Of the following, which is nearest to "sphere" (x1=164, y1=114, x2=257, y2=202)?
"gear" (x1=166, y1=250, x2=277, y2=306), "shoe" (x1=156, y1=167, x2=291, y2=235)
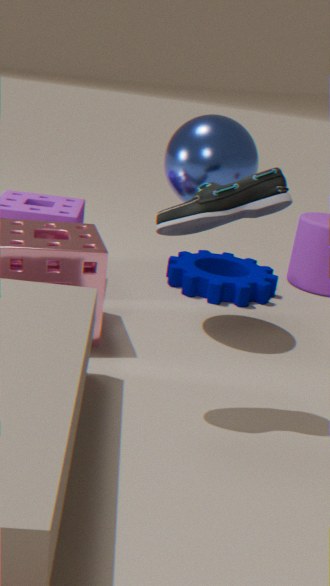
"shoe" (x1=156, y1=167, x2=291, y2=235)
